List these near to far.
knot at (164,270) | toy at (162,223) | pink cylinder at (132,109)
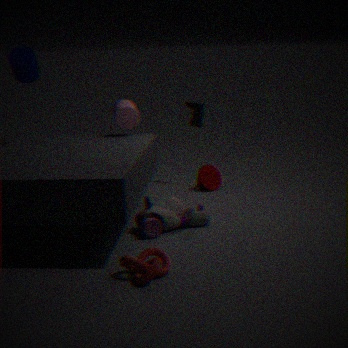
knot at (164,270), toy at (162,223), pink cylinder at (132,109)
